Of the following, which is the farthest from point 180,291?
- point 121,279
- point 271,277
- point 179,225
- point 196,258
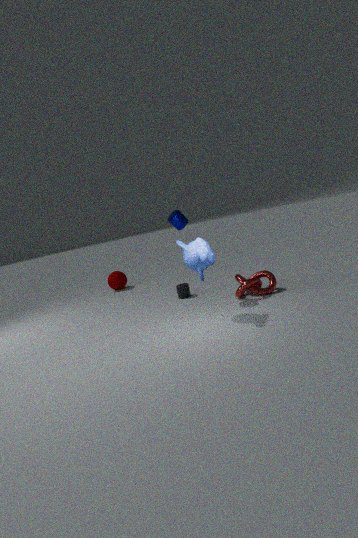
point 121,279
